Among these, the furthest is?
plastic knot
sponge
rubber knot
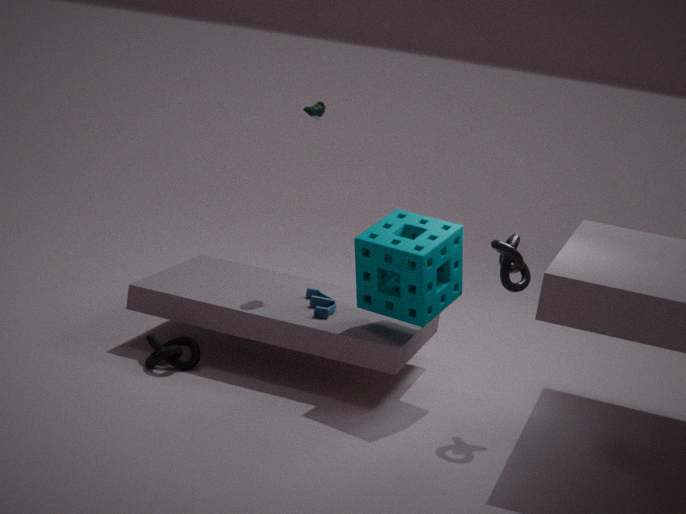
rubber knot
